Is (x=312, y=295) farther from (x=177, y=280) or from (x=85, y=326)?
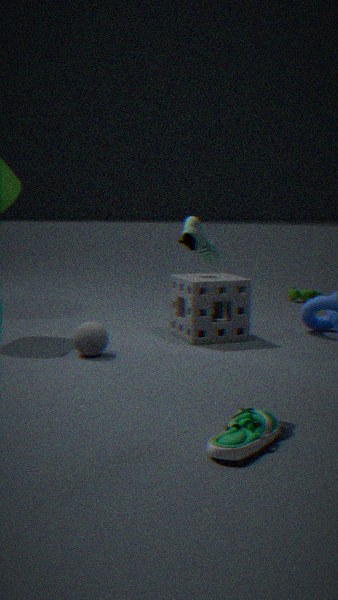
(x=85, y=326)
